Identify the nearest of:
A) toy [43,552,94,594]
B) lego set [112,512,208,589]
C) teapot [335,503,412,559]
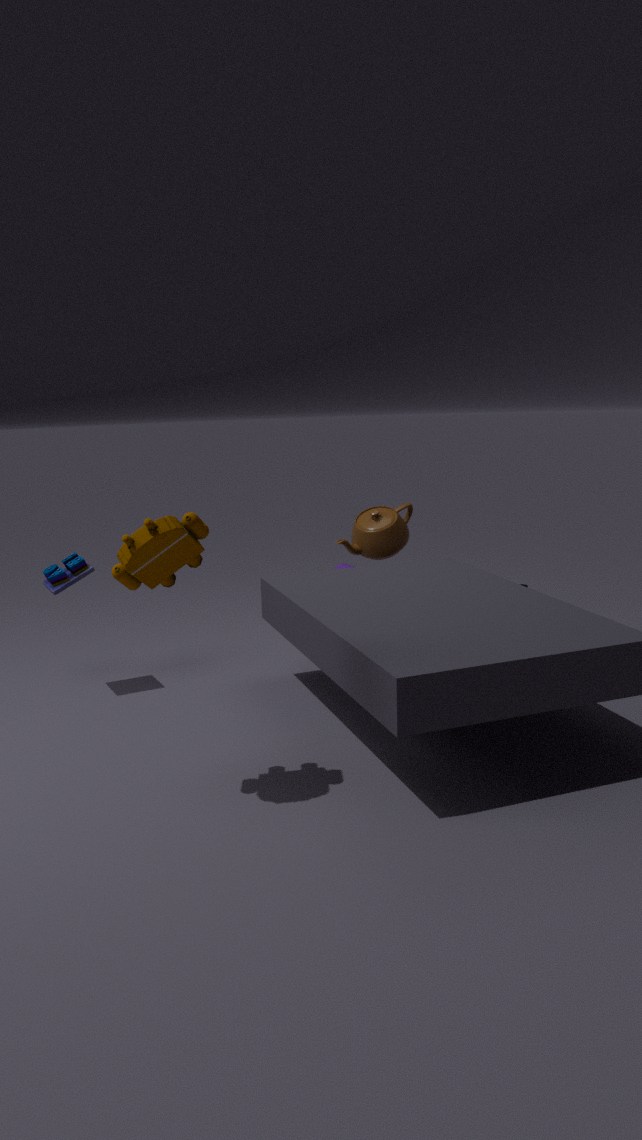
lego set [112,512,208,589]
